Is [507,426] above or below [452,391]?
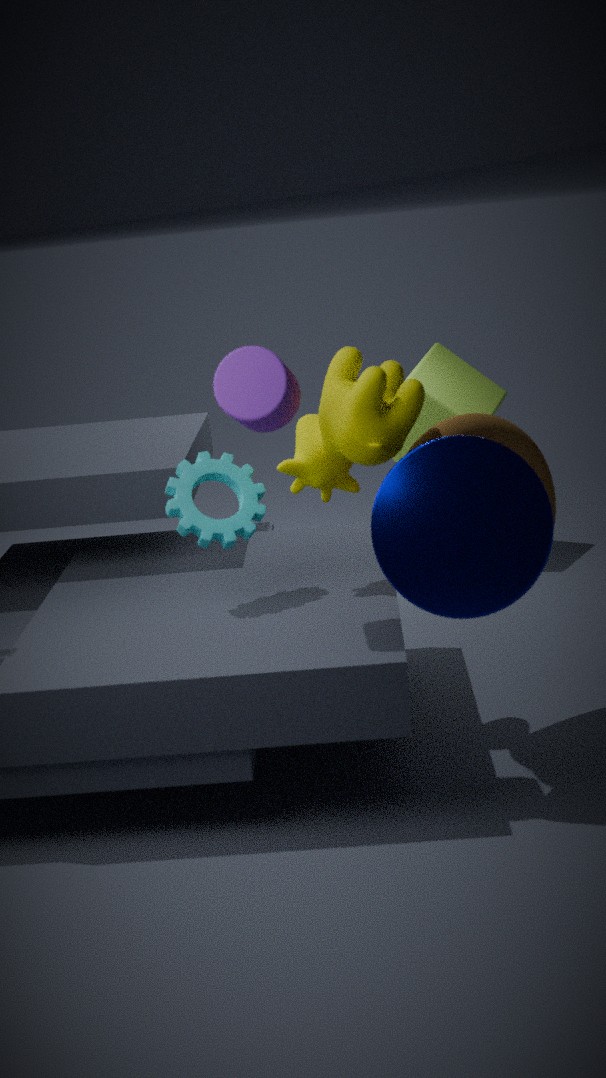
above
